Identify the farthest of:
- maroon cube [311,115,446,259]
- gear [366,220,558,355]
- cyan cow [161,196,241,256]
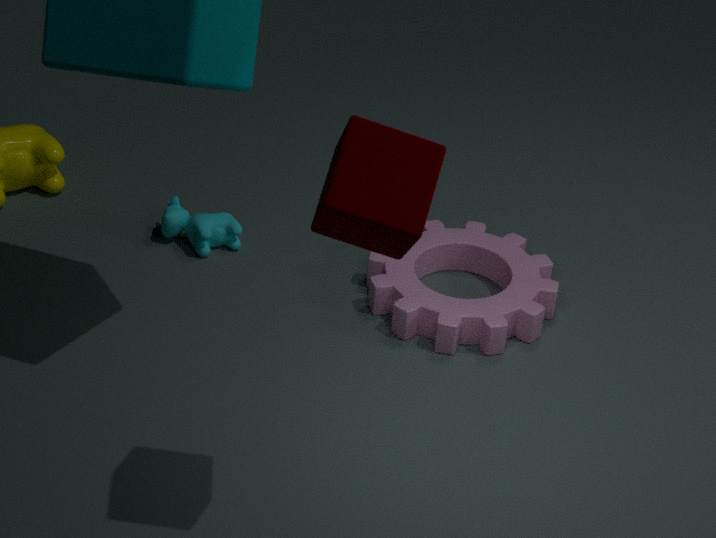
cyan cow [161,196,241,256]
